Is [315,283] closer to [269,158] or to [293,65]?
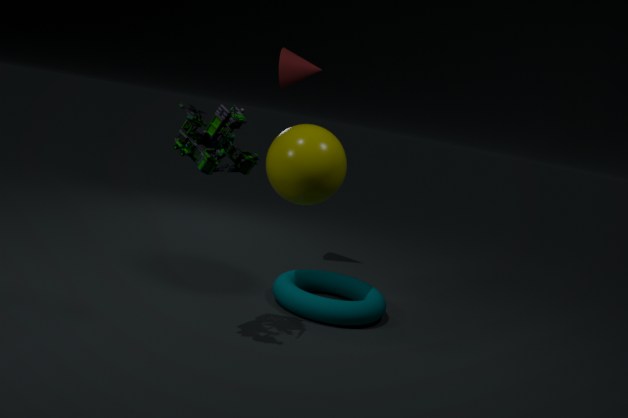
[269,158]
